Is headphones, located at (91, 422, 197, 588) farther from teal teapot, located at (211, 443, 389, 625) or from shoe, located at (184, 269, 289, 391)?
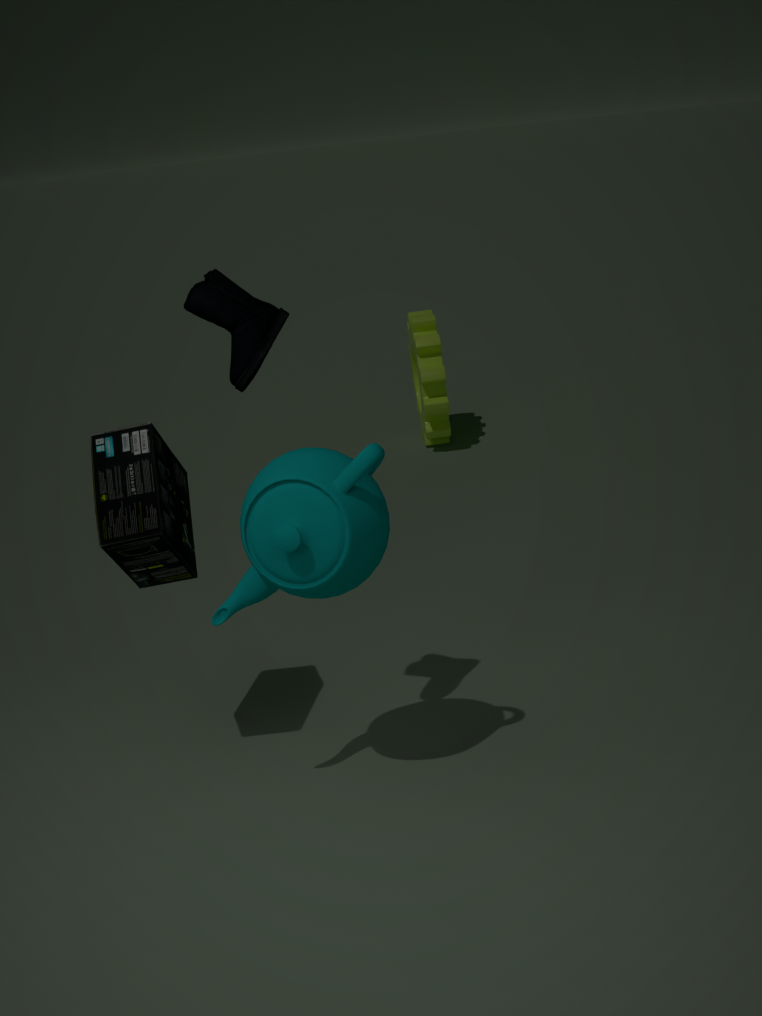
shoe, located at (184, 269, 289, 391)
